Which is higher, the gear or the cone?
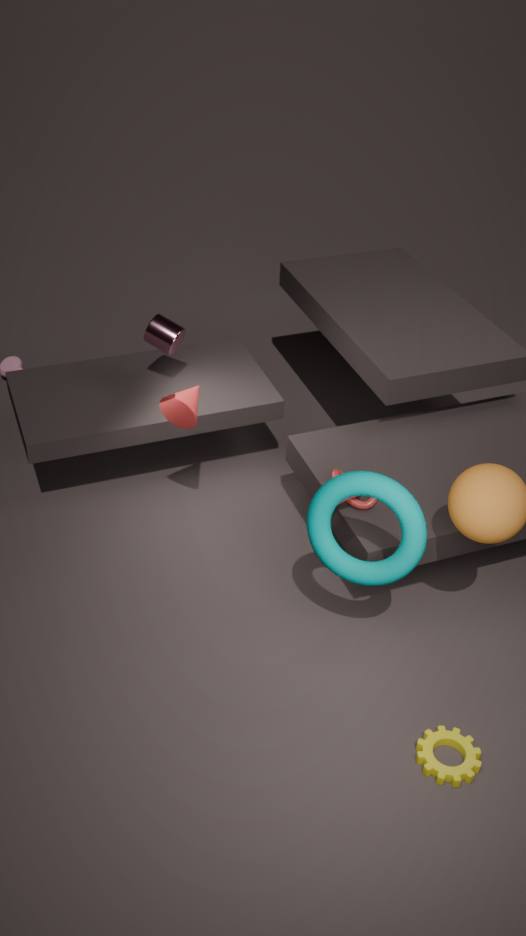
the cone
